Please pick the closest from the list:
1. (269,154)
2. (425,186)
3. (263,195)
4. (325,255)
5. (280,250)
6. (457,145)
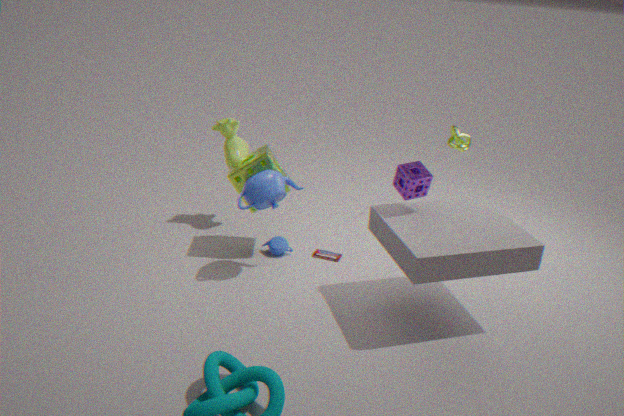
(425,186)
